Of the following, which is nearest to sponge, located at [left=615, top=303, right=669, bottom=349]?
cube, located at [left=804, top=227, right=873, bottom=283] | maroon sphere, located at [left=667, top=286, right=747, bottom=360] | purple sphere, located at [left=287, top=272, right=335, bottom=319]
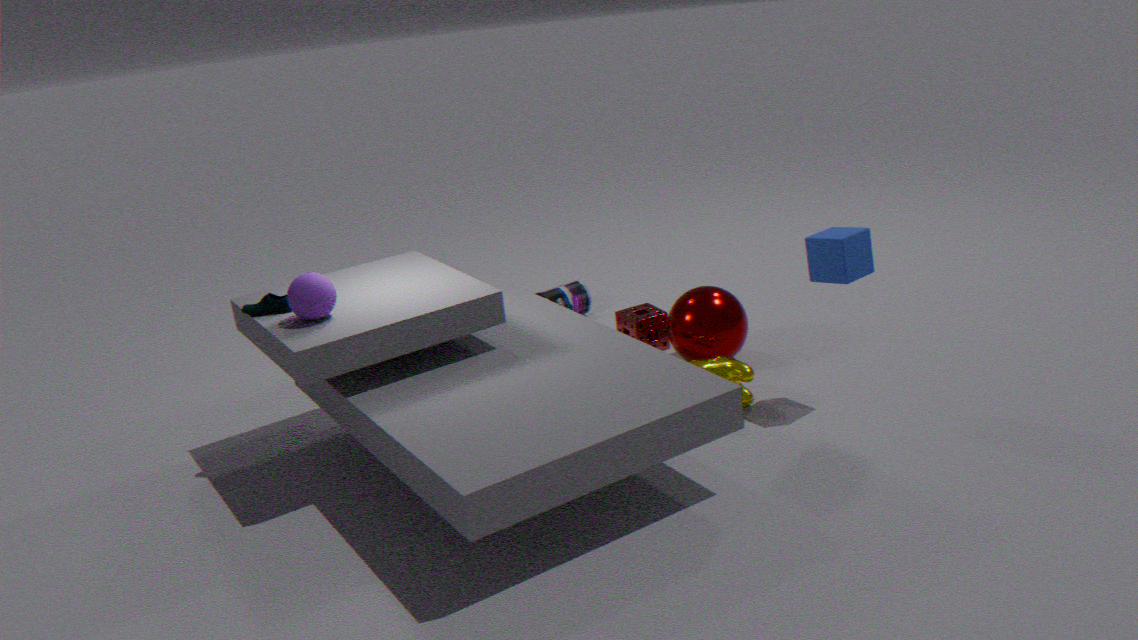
maroon sphere, located at [left=667, top=286, right=747, bottom=360]
